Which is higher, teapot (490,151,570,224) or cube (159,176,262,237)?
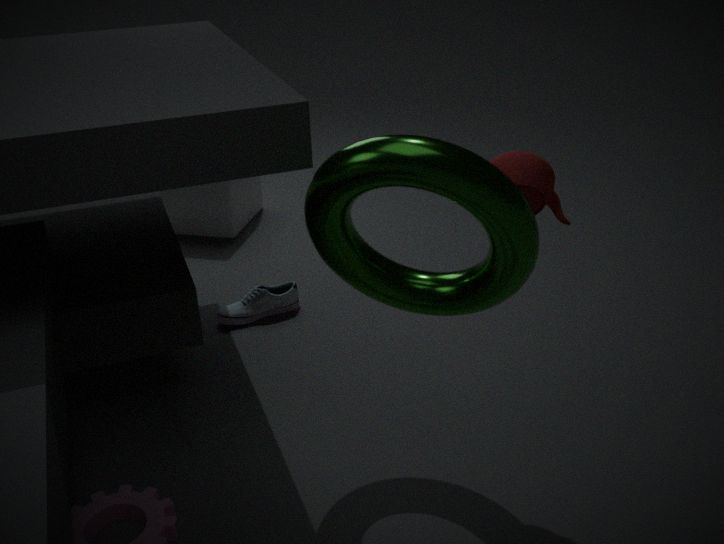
teapot (490,151,570,224)
